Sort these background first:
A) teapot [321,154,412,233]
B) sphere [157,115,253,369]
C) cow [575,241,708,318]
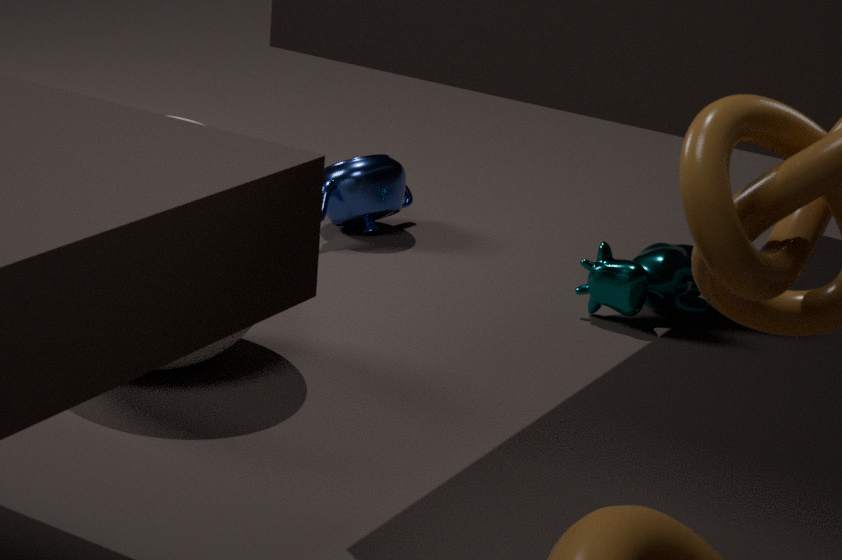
1. teapot [321,154,412,233]
2. cow [575,241,708,318]
3. sphere [157,115,253,369]
